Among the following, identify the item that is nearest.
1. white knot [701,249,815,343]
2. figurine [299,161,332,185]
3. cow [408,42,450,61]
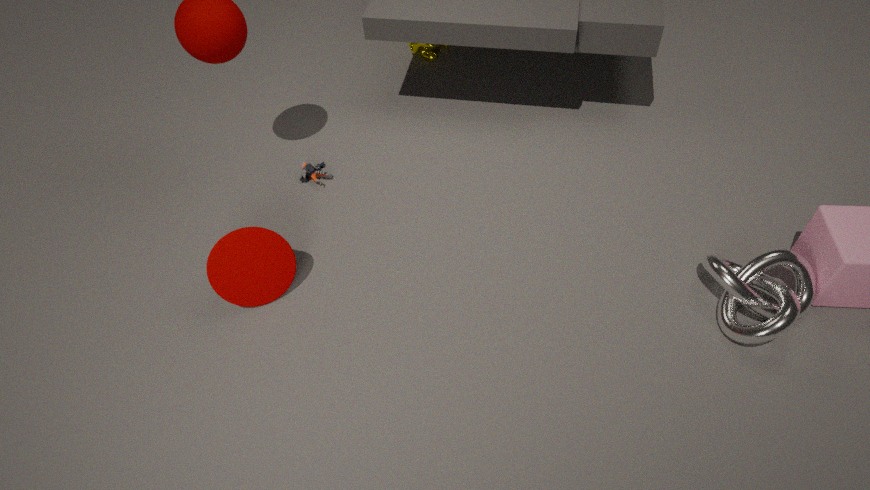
white knot [701,249,815,343]
